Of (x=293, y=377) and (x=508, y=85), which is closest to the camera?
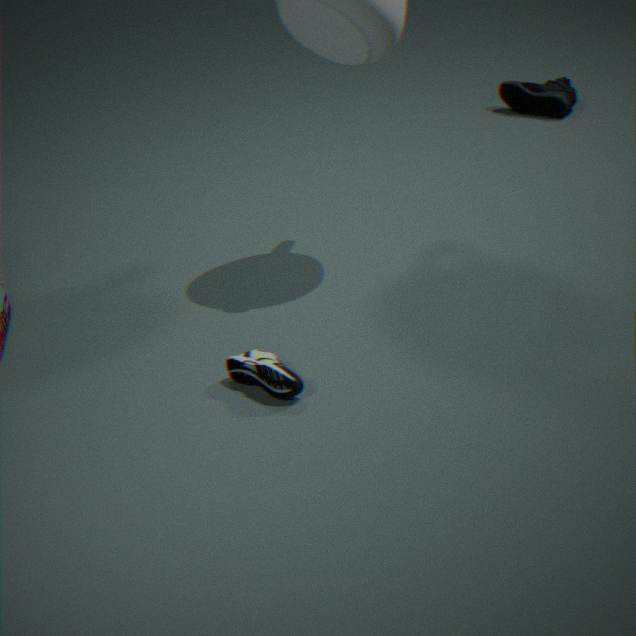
(x=293, y=377)
